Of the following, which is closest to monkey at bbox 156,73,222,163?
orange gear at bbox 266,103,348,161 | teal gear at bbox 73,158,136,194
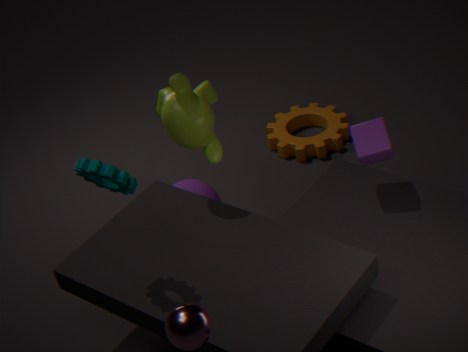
teal gear at bbox 73,158,136,194
